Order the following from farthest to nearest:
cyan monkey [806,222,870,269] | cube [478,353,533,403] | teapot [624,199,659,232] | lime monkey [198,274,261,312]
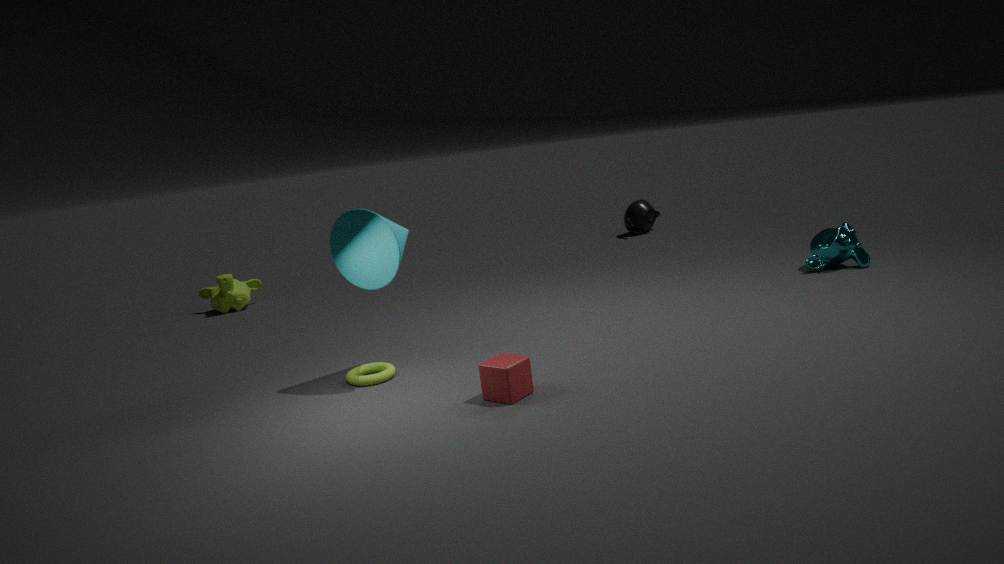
teapot [624,199,659,232] → lime monkey [198,274,261,312] → cyan monkey [806,222,870,269] → cube [478,353,533,403]
